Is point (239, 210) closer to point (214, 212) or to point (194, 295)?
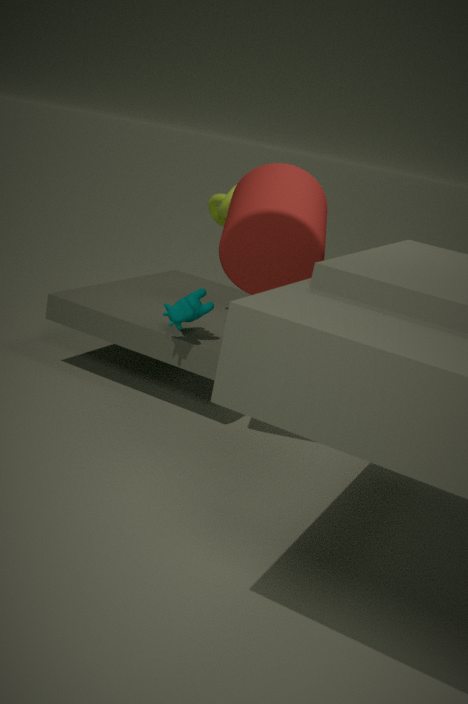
point (194, 295)
